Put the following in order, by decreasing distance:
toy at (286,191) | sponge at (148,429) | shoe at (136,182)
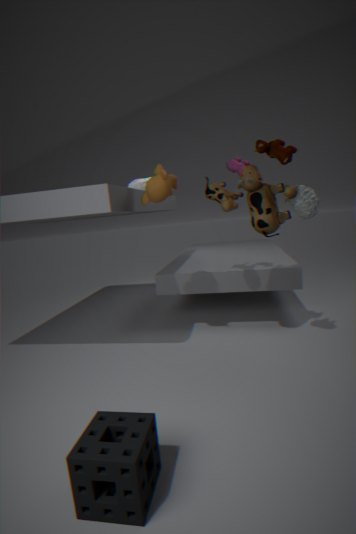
shoe at (136,182)
toy at (286,191)
sponge at (148,429)
